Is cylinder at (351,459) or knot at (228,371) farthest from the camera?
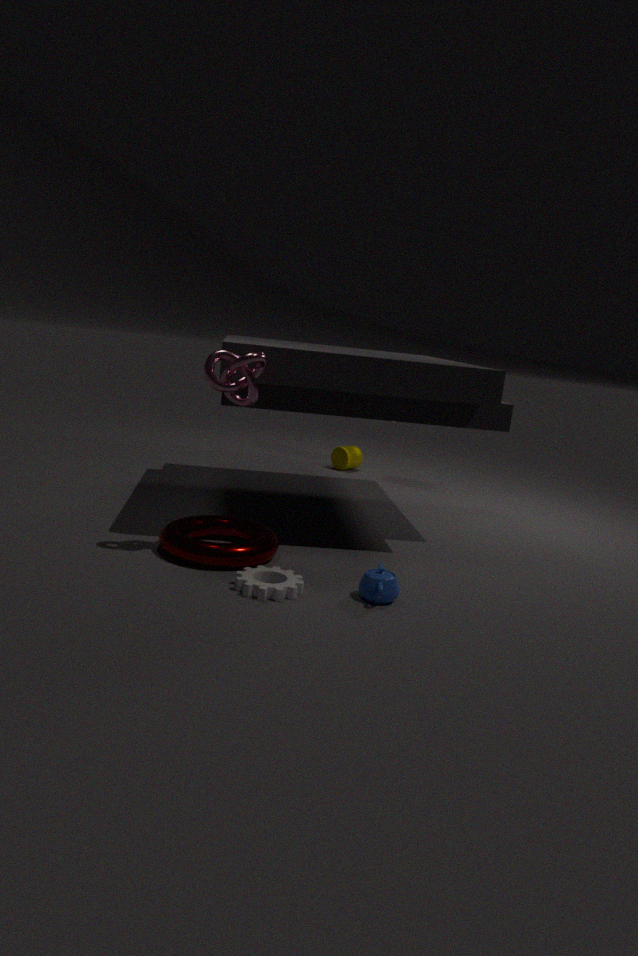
cylinder at (351,459)
